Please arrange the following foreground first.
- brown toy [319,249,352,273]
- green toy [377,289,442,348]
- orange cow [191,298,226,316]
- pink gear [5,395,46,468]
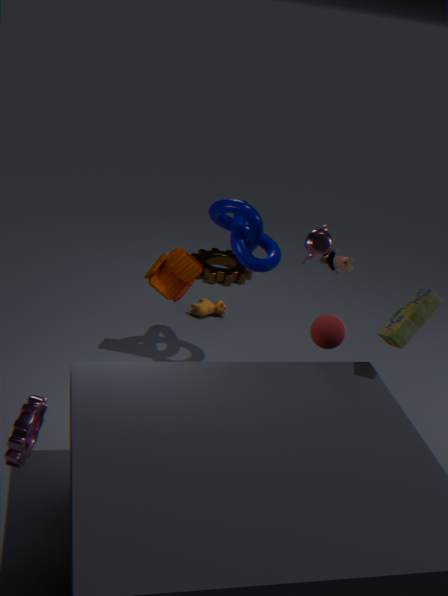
1. pink gear [5,395,46,468]
2. green toy [377,289,442,348]
3. brown toy [319,249,352,273]
4. orange cow [191,298,226,316]
